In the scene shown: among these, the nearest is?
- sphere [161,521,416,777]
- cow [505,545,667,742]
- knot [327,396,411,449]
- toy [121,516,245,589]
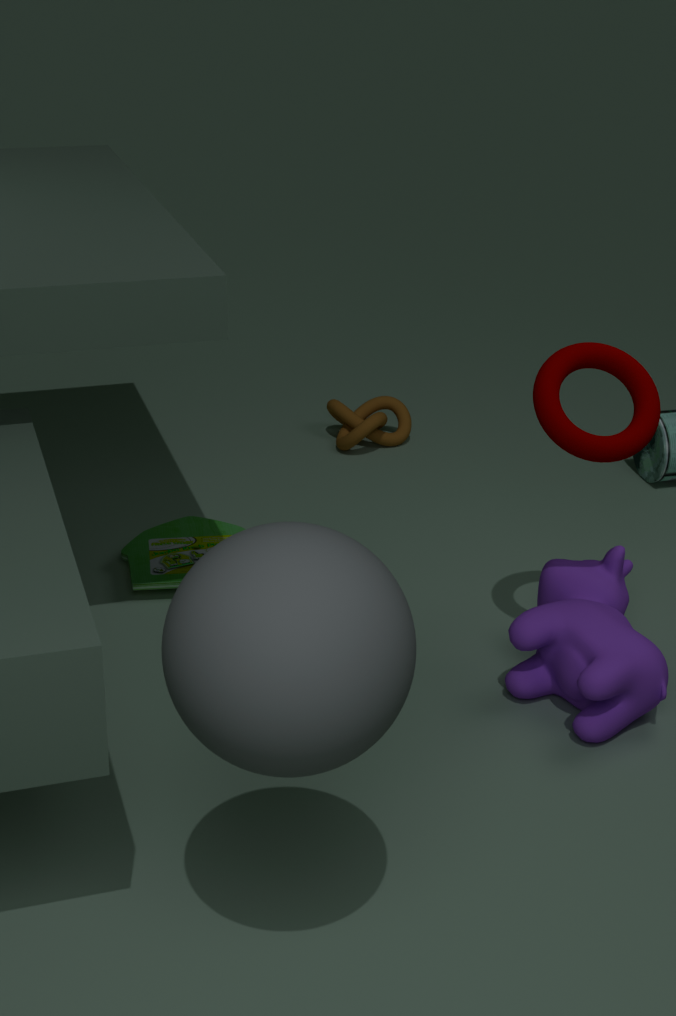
sphere [161,521,416,777]
